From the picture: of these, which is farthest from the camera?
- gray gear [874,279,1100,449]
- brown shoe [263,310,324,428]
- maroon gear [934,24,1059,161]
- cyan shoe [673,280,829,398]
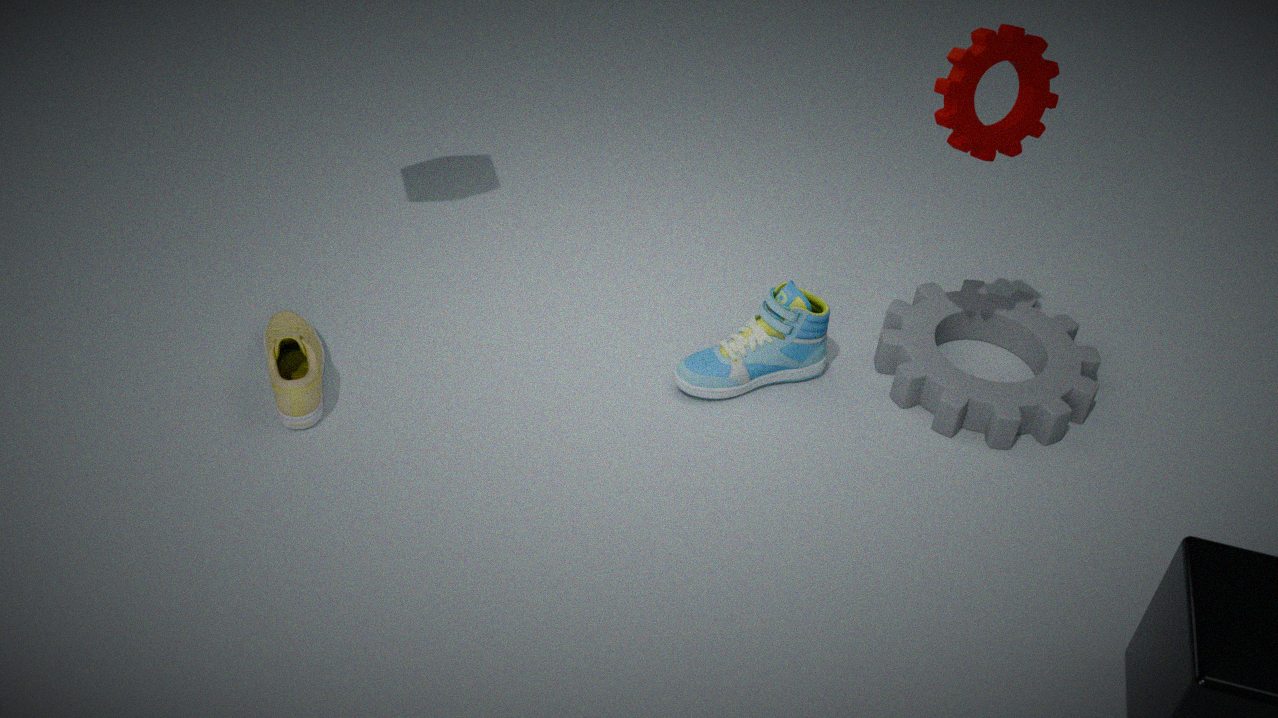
cyan shoe [673,280,829,398]
